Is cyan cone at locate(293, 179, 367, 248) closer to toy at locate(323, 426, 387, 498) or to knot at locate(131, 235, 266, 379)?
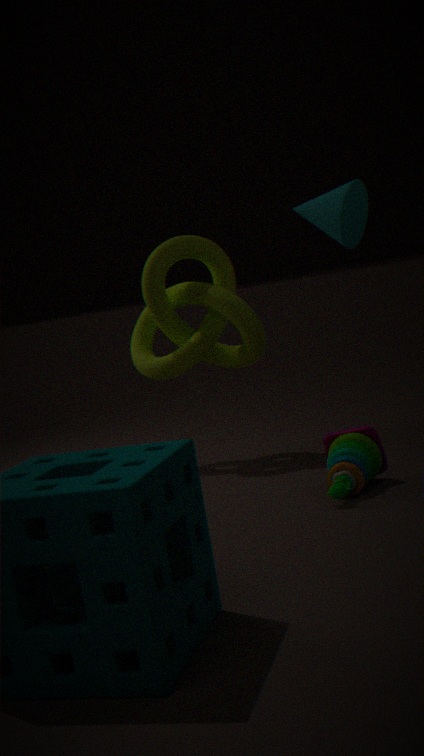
knot at locate(131, 235, 266, 379)
